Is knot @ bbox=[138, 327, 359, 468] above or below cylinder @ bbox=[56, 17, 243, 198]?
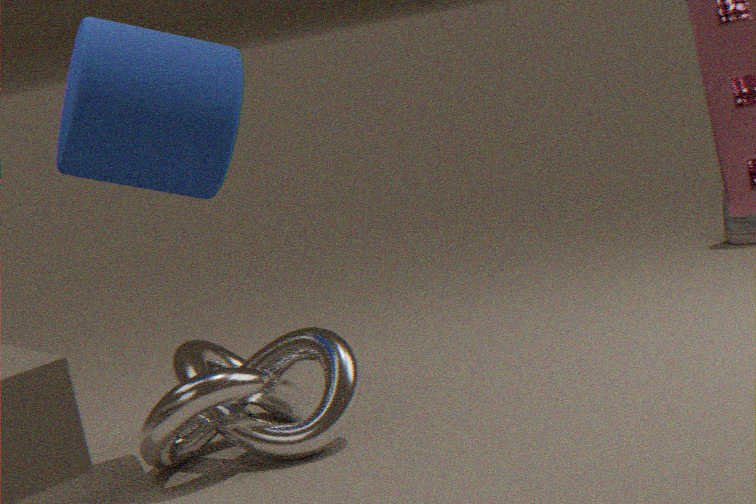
below
